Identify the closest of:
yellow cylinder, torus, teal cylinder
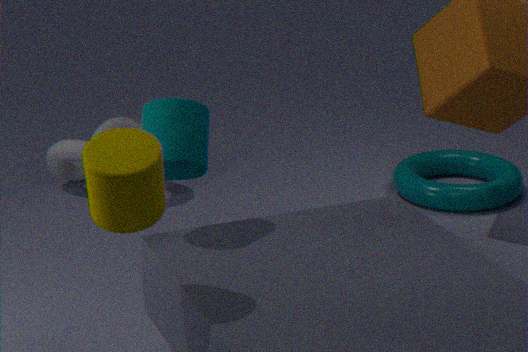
yellow cylinder
